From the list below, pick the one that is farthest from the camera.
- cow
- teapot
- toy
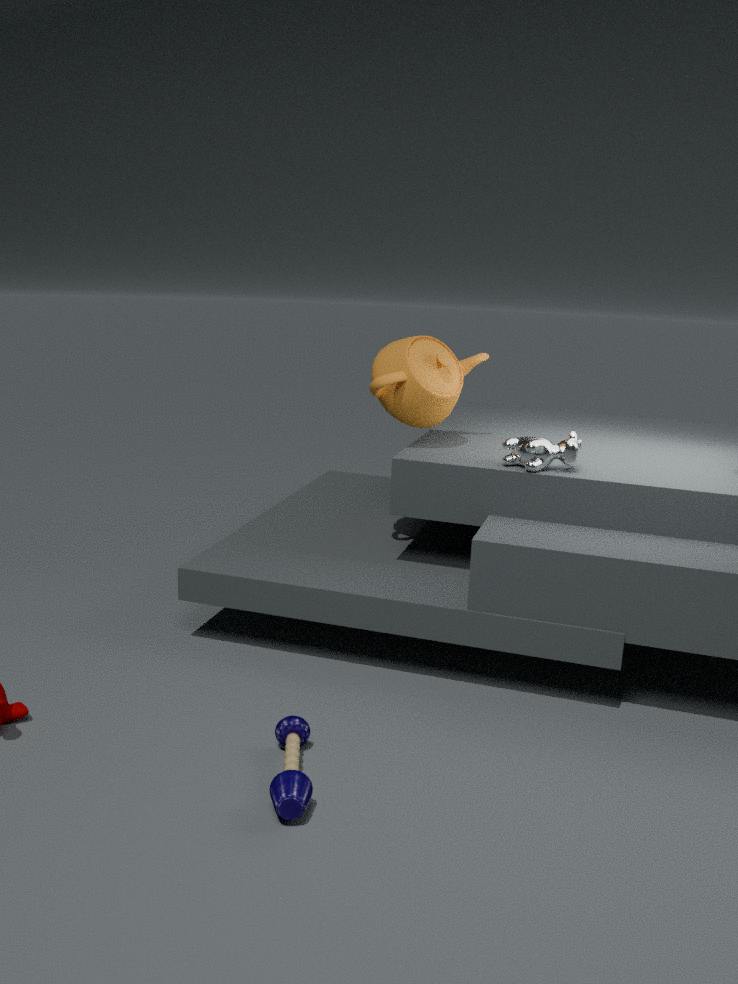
teapot
